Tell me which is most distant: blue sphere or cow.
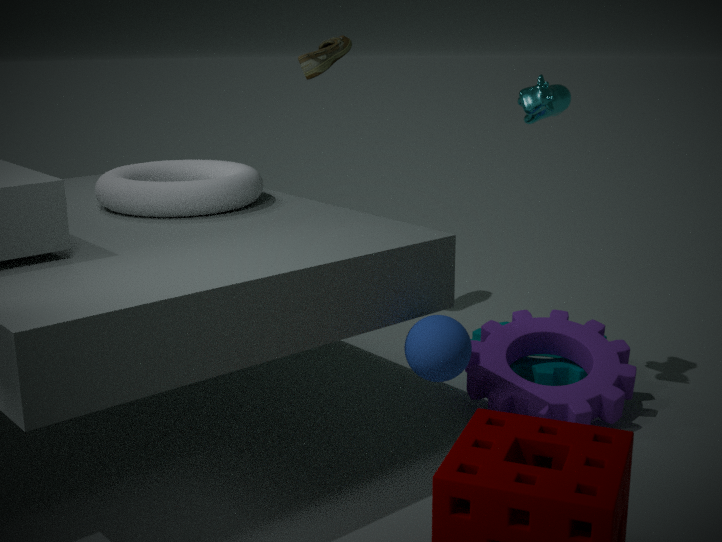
cow
